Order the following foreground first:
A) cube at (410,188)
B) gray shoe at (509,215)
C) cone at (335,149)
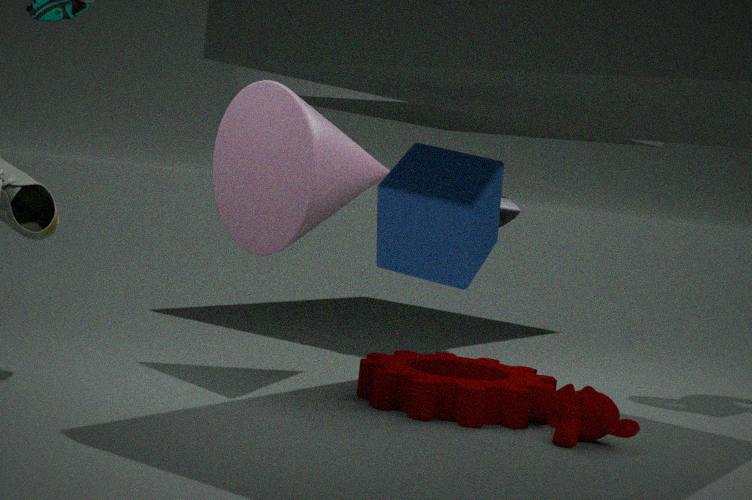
1. cube at (410,188)
2. cone at (335,149)
3. gray shoe at (509,215)
